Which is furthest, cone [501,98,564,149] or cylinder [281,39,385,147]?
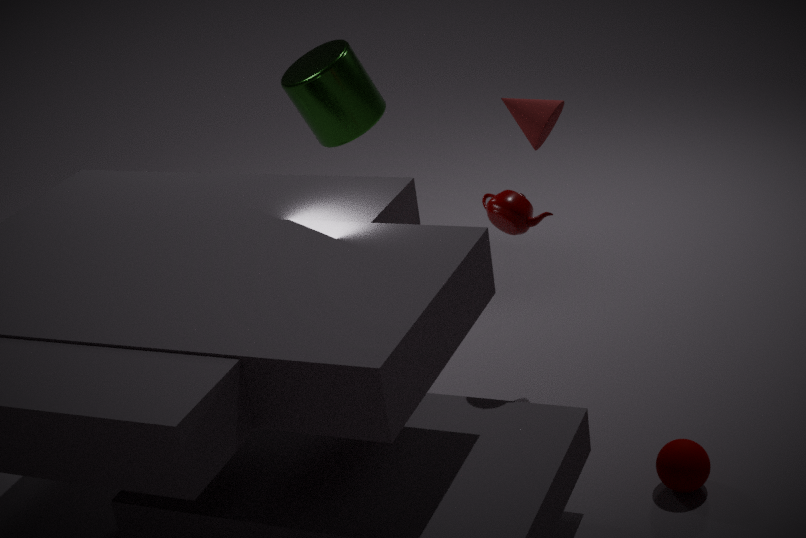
cylinder [281,39,385,147]
